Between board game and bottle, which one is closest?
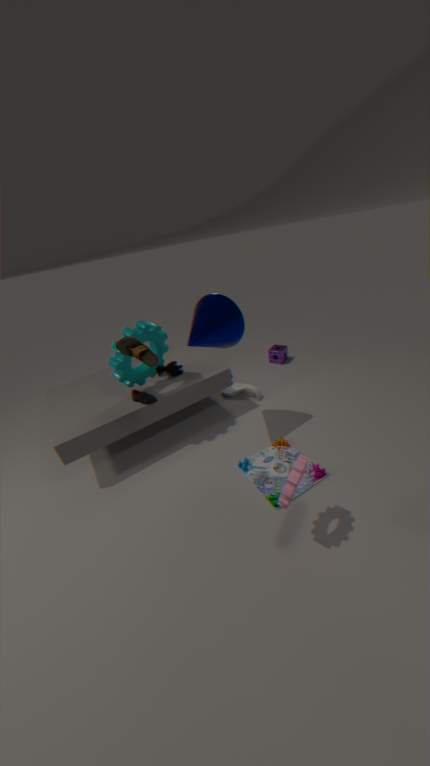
board game
